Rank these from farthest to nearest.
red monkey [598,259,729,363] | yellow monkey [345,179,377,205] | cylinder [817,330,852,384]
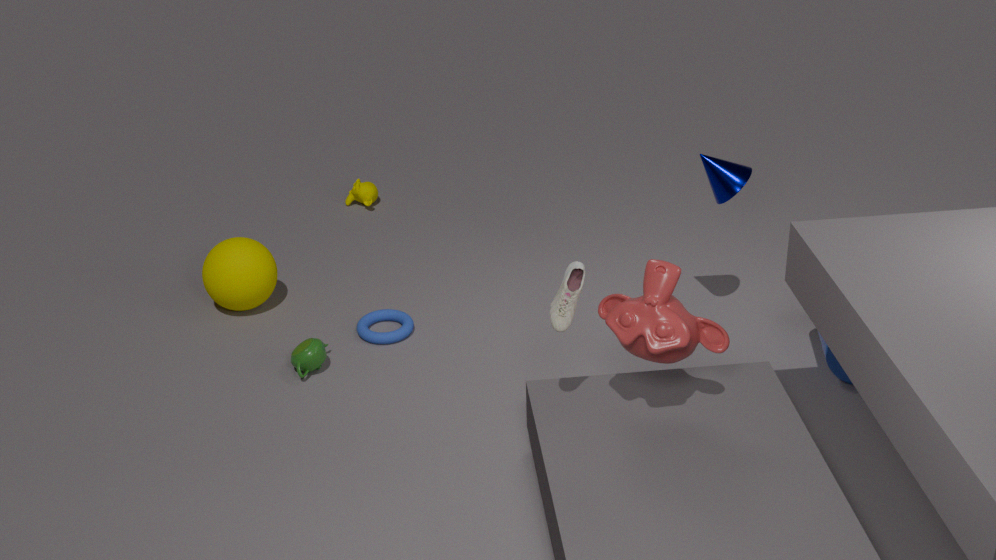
1. yellow monkey [345,179,377,205]
2. cylinder [817,330,852,384]
3. red monkey [598,259,729,363]
